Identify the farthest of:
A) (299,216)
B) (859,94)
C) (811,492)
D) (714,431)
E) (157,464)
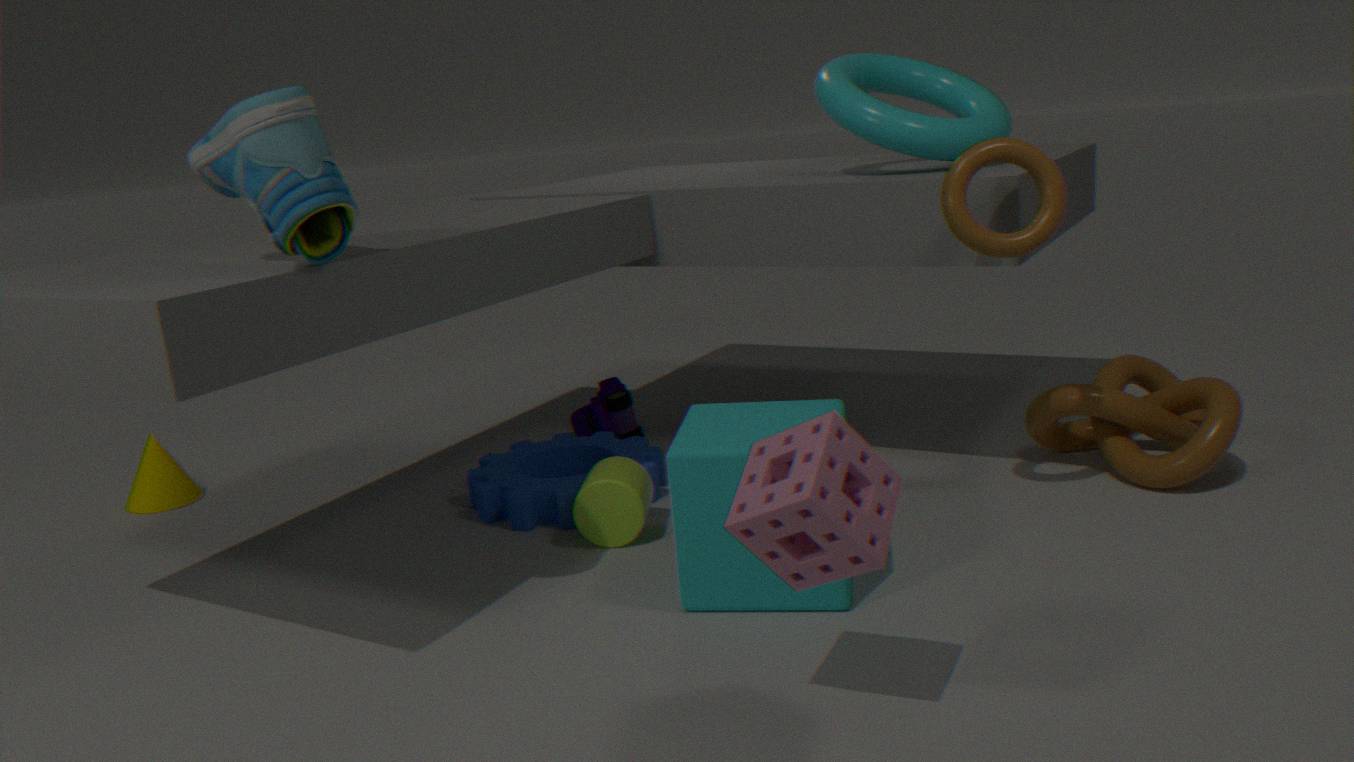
(157,464)
